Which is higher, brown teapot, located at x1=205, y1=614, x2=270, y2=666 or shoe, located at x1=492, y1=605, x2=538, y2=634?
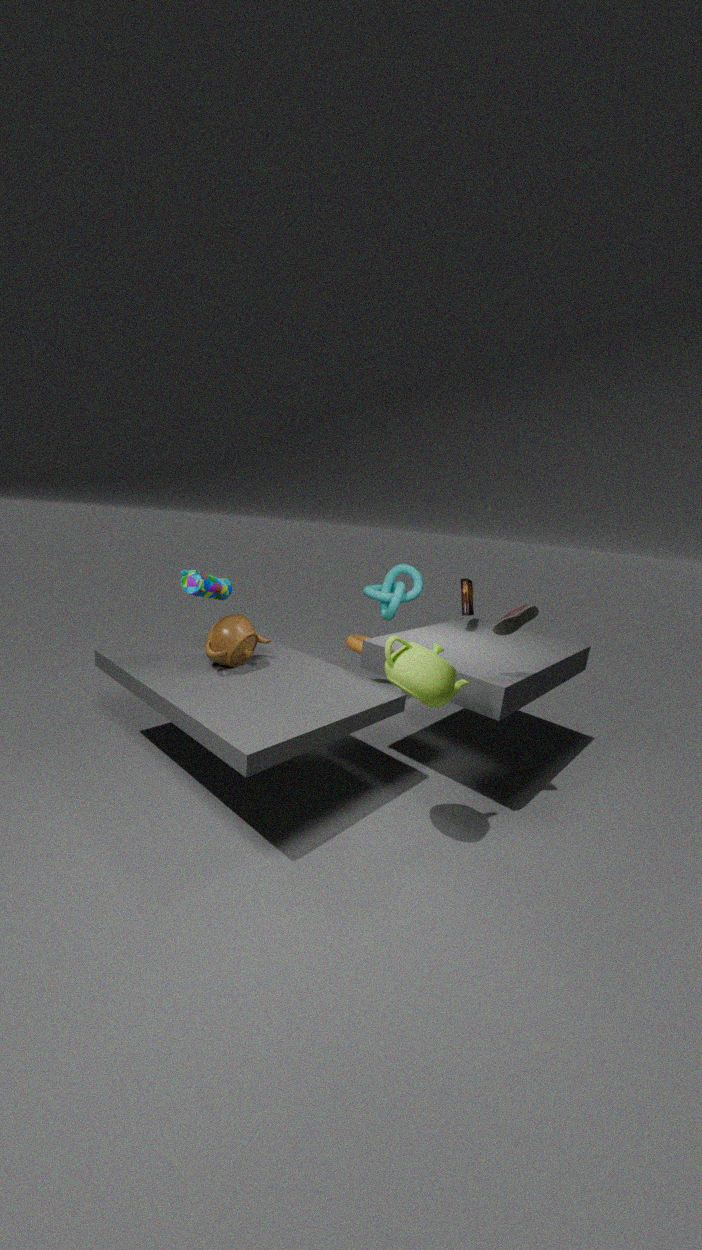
shoe, located at x1=492, y1=605, x2=538, y2=634
